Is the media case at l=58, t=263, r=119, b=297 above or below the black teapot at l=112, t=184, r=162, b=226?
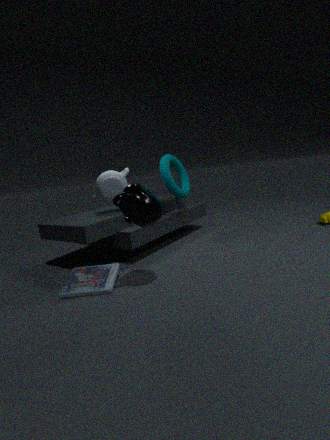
below
